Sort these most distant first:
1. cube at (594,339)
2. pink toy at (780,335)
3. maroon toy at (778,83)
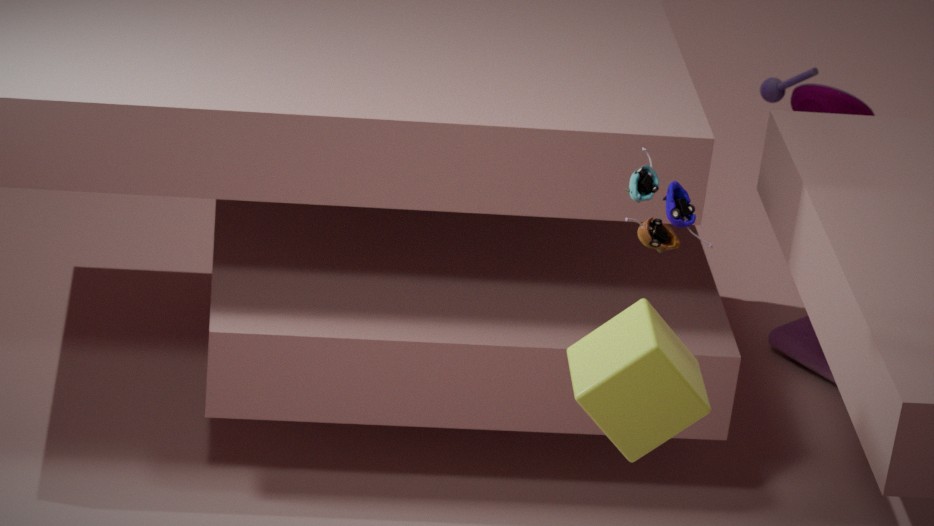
maroon toy at (778,83), pink toy at (780,335), cube at (594,339)
